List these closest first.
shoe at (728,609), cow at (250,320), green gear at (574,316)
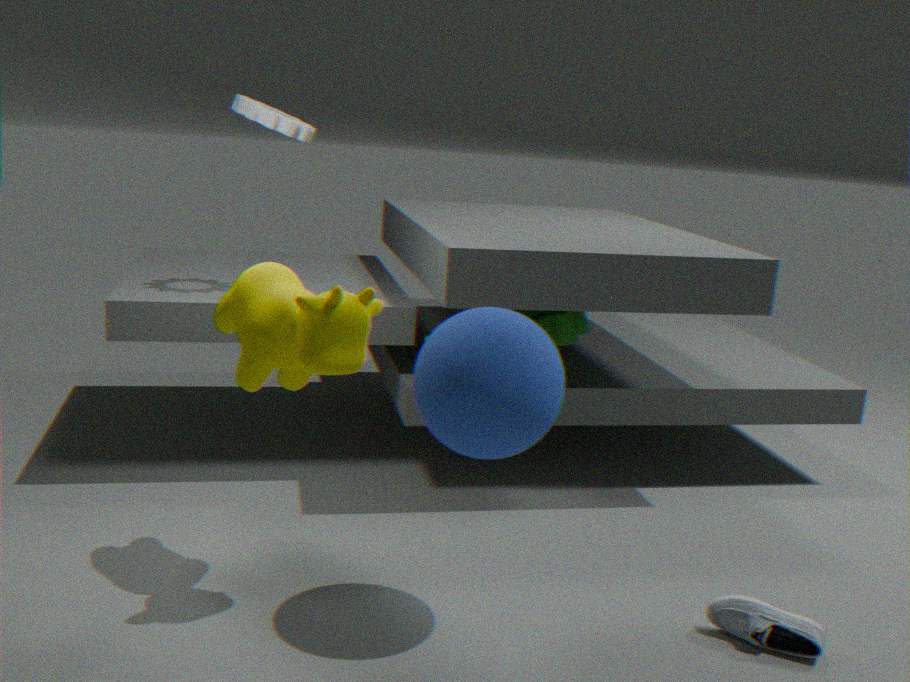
1. cow at (250,320)
2. shoe at (728,609)
3. green gear at (574,316)
